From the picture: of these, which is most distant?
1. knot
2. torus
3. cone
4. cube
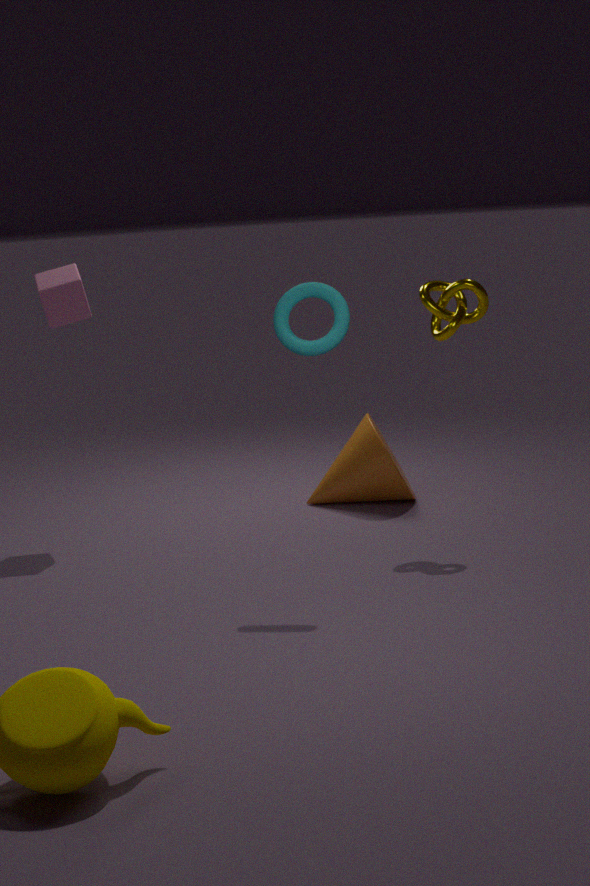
cone
